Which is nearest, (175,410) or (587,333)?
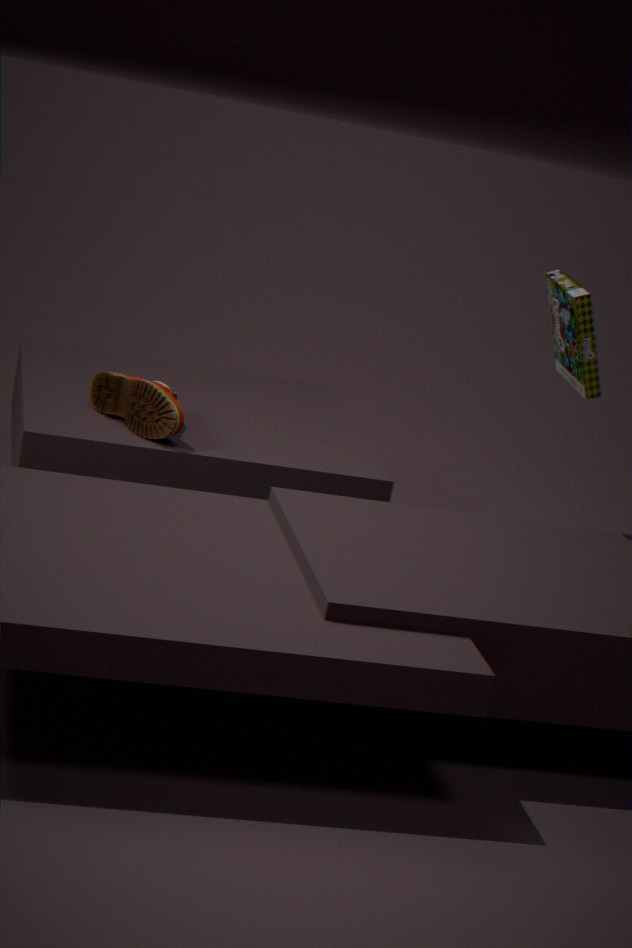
(587,333)
